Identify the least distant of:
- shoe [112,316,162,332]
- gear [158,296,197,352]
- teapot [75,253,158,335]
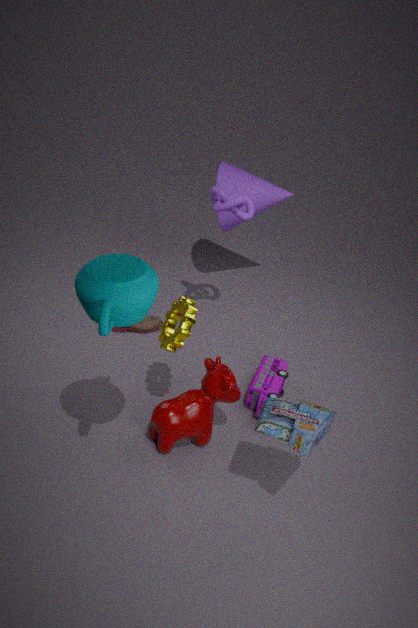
teapot [75,253,158,335]
